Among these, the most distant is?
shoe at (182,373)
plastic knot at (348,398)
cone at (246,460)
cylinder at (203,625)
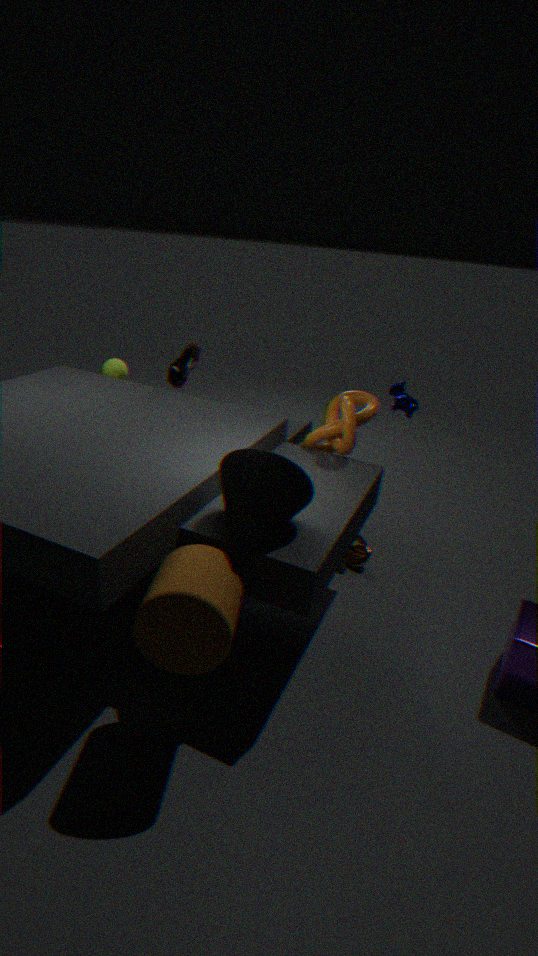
shoe at (182,373)
